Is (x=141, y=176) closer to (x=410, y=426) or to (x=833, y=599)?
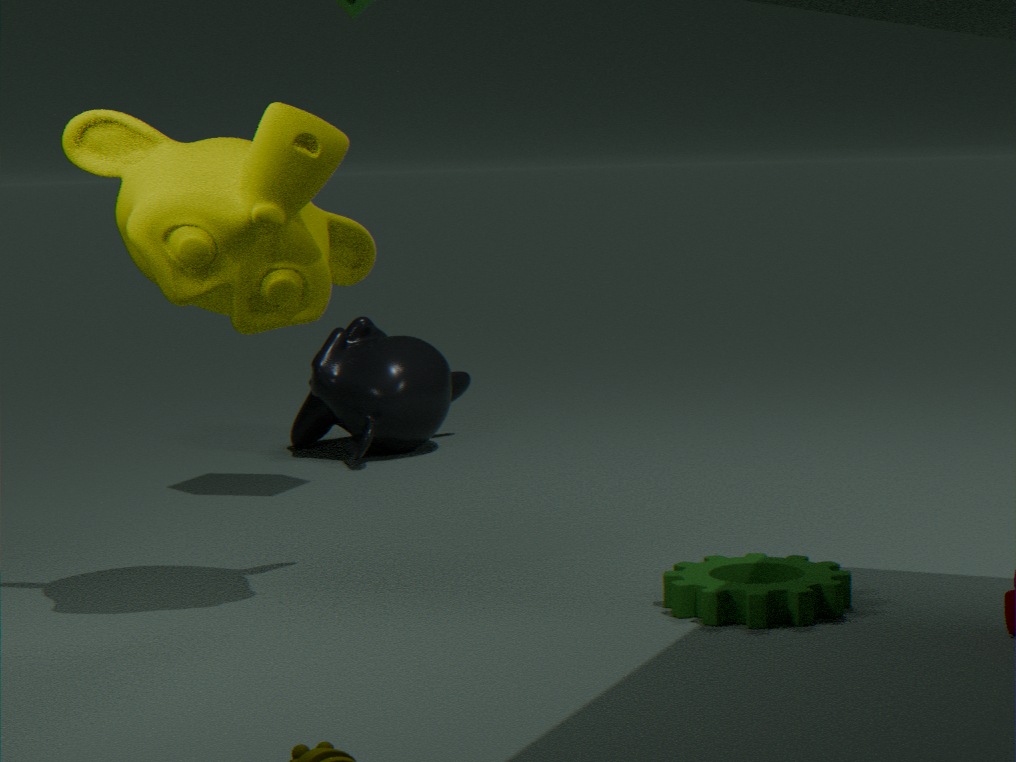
(x=833, y=599)
